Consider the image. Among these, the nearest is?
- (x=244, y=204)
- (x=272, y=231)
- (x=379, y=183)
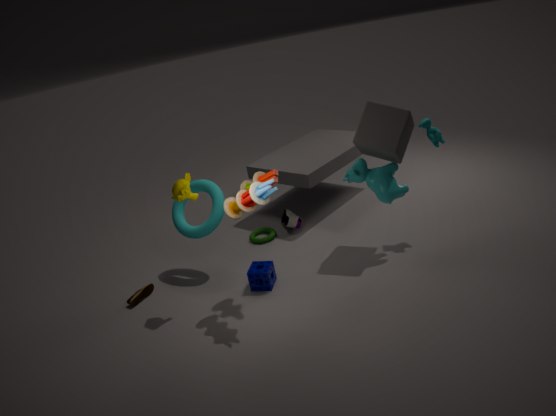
(x=244, y=204)
